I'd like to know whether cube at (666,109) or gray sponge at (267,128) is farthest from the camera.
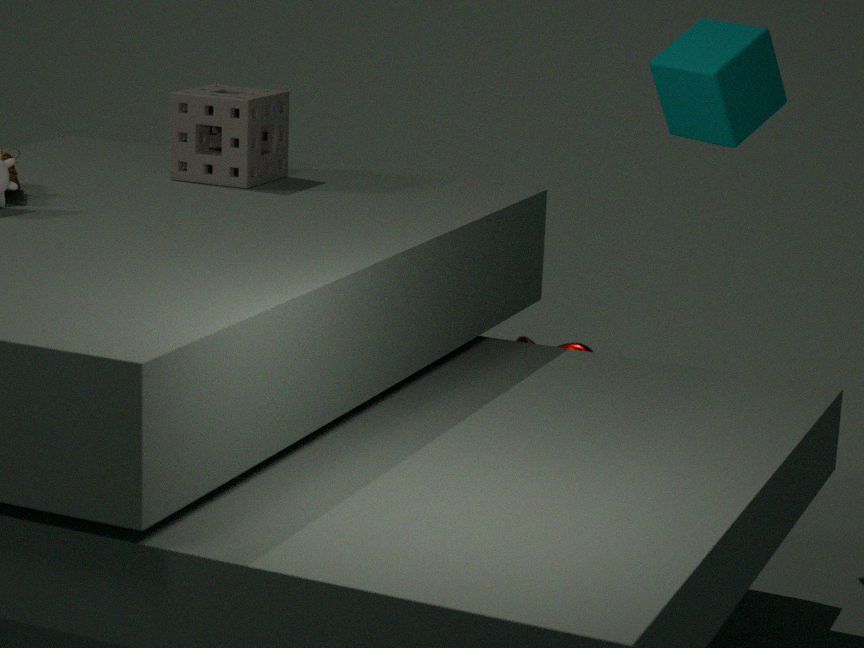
gray sponge at (267,128)
